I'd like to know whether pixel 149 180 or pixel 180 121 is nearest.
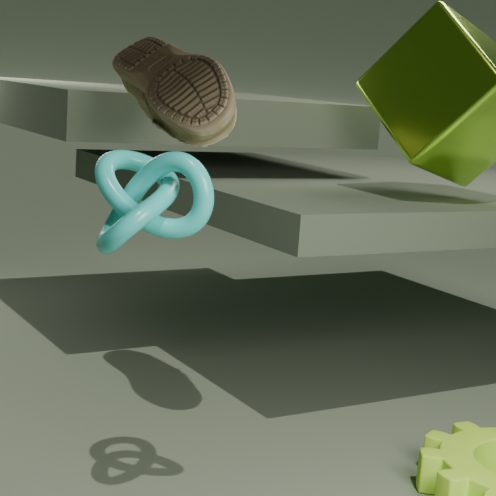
pixel 149 180
